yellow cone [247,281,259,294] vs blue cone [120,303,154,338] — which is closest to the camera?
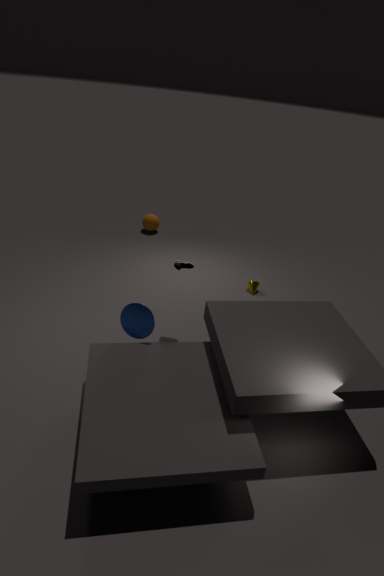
blue cone [120,303,154,338]
